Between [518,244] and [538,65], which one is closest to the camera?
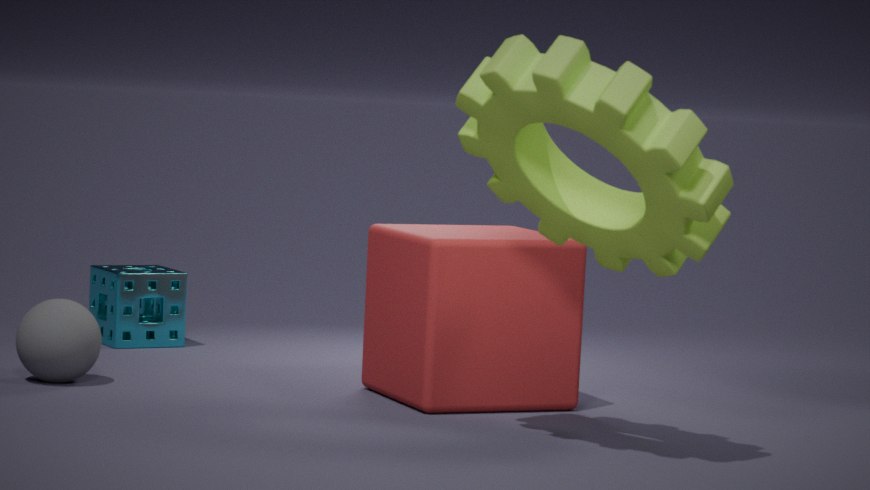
[538,65]
